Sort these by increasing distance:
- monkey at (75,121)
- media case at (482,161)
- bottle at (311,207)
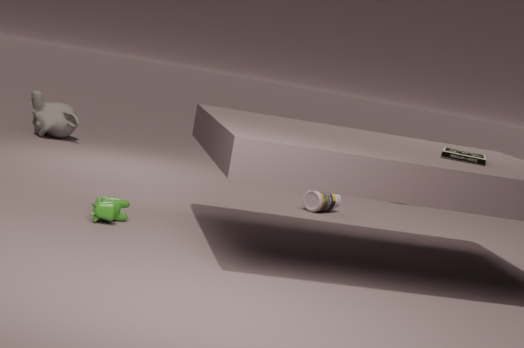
media case at (482,161) < bottle at (311,207) < monkey at (75,121)
